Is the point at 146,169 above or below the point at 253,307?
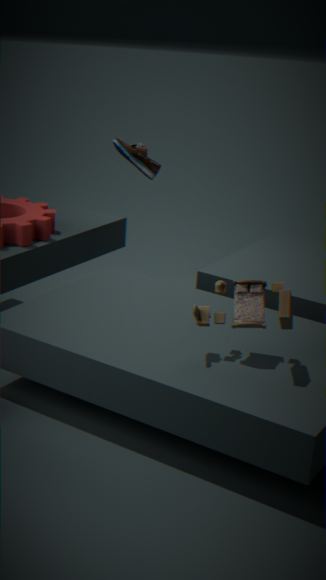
above
